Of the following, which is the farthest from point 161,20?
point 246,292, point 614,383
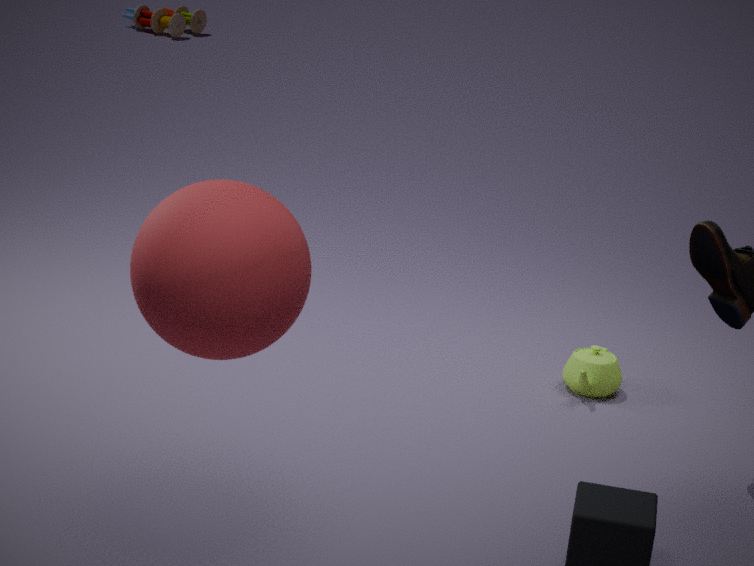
point 246,292
